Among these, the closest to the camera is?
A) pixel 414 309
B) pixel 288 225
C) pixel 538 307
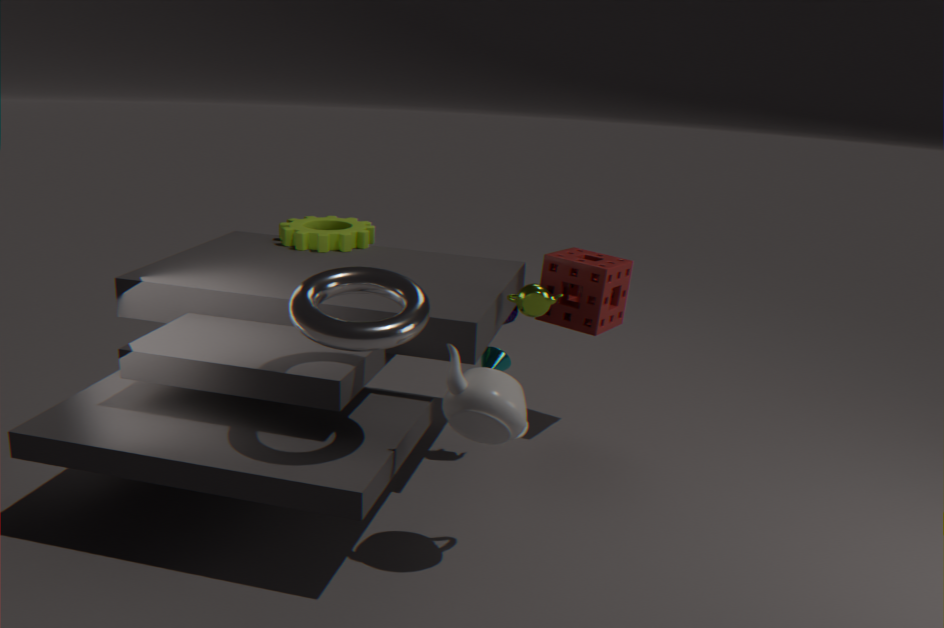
pixel 414 309
